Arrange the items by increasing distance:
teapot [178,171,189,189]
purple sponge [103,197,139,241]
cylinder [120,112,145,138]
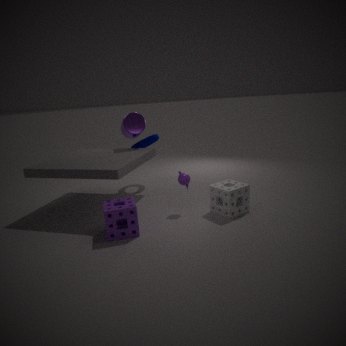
purple sponge [103,197,139,241]
teapot [178,171,189,189]
cylinder [120,112,145,138]
